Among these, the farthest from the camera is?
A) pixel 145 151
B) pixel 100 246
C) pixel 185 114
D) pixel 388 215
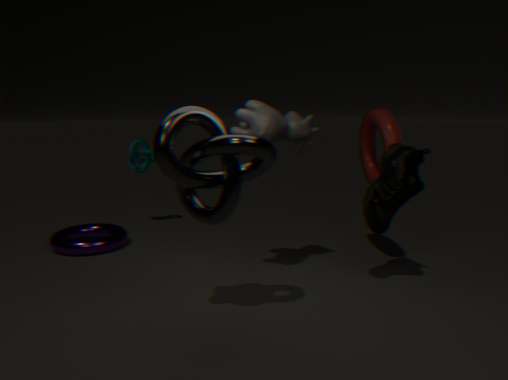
pixel 145 151
